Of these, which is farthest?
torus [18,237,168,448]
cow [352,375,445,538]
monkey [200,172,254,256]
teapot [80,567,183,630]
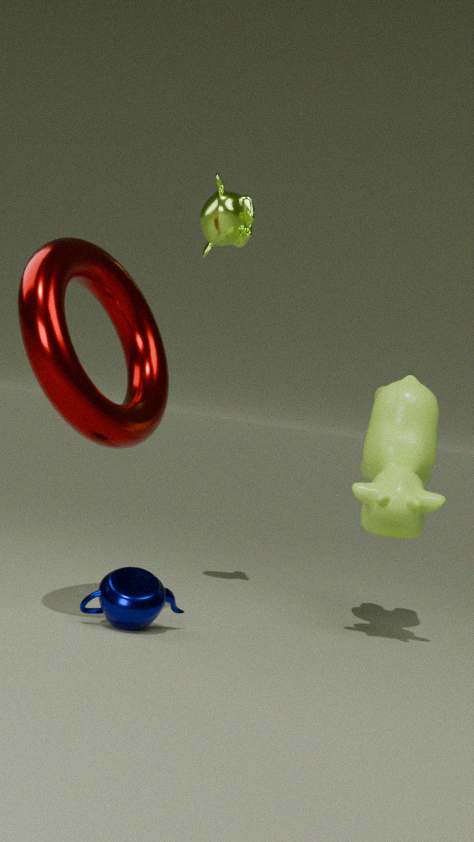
monkey [200,172,254,256]
